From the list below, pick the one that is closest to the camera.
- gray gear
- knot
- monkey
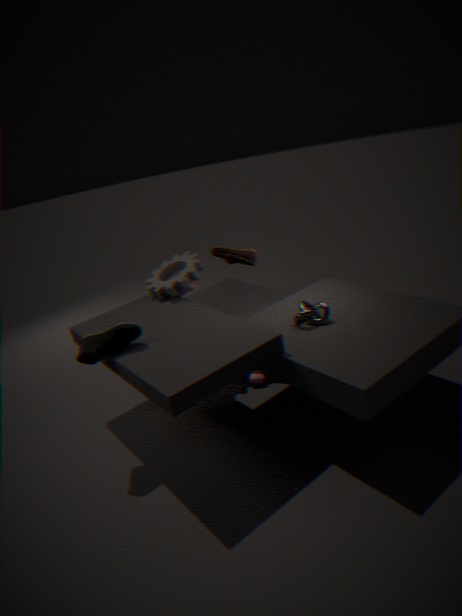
knot
